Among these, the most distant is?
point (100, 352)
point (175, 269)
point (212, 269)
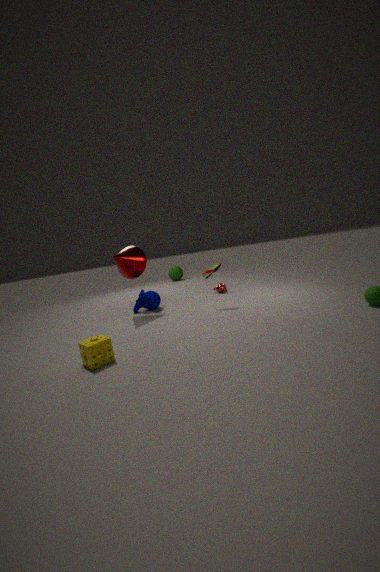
point (175, 269)
